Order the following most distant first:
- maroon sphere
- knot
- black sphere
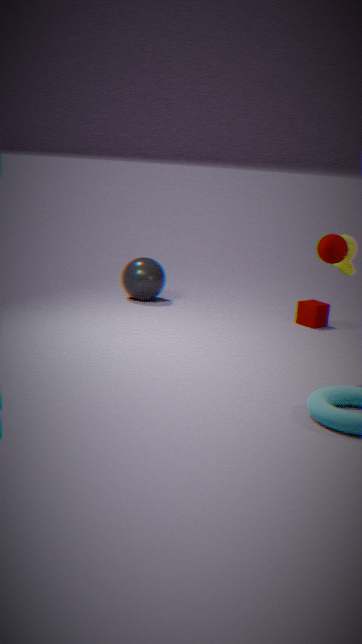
black sphere, knot, maroon sphere
